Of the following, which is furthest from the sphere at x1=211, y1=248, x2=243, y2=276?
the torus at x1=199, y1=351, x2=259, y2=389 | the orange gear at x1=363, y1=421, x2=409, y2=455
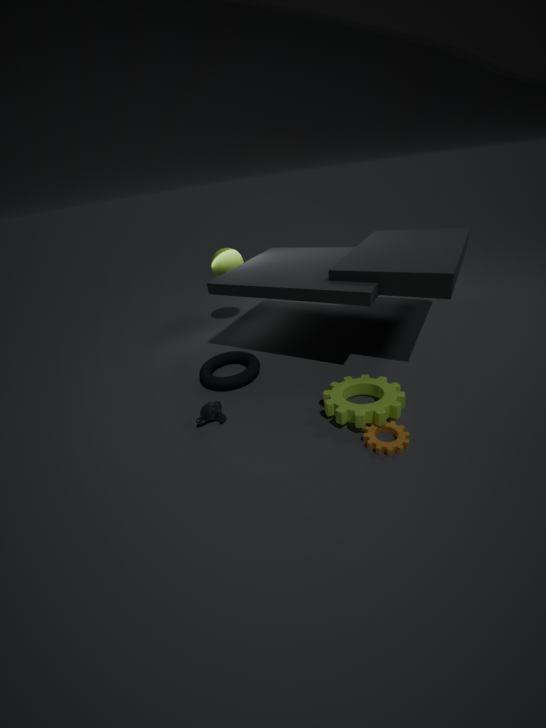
the orange gear at x1=363, y1=421, x2=409, y2=455
